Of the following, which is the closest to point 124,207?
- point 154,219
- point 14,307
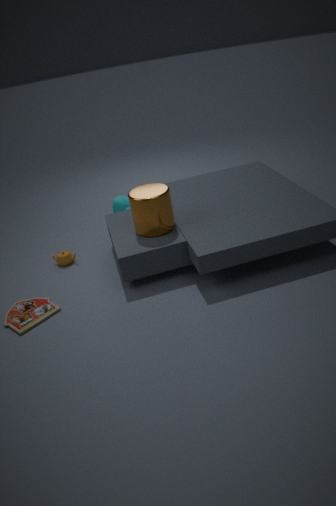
point 154,219
